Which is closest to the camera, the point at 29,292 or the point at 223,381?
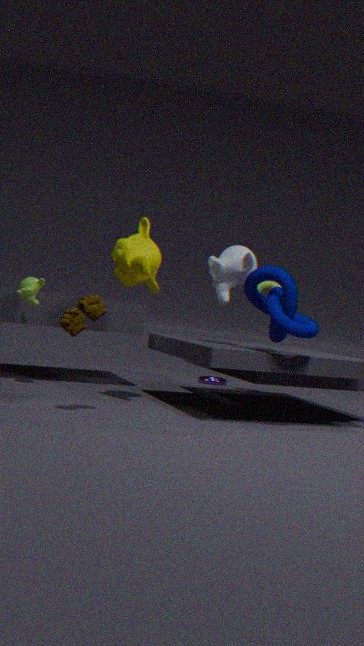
the point at 29,292
